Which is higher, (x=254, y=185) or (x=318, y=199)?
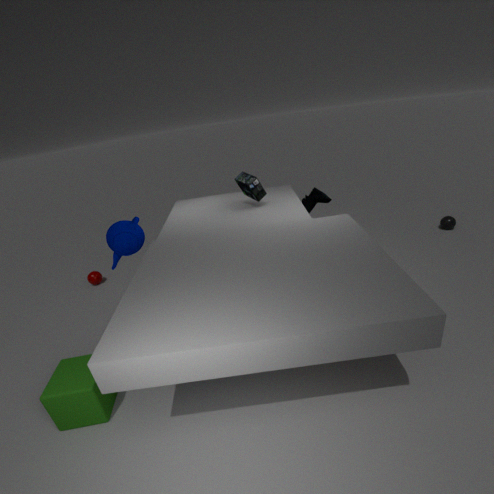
(x=254, y=185)
